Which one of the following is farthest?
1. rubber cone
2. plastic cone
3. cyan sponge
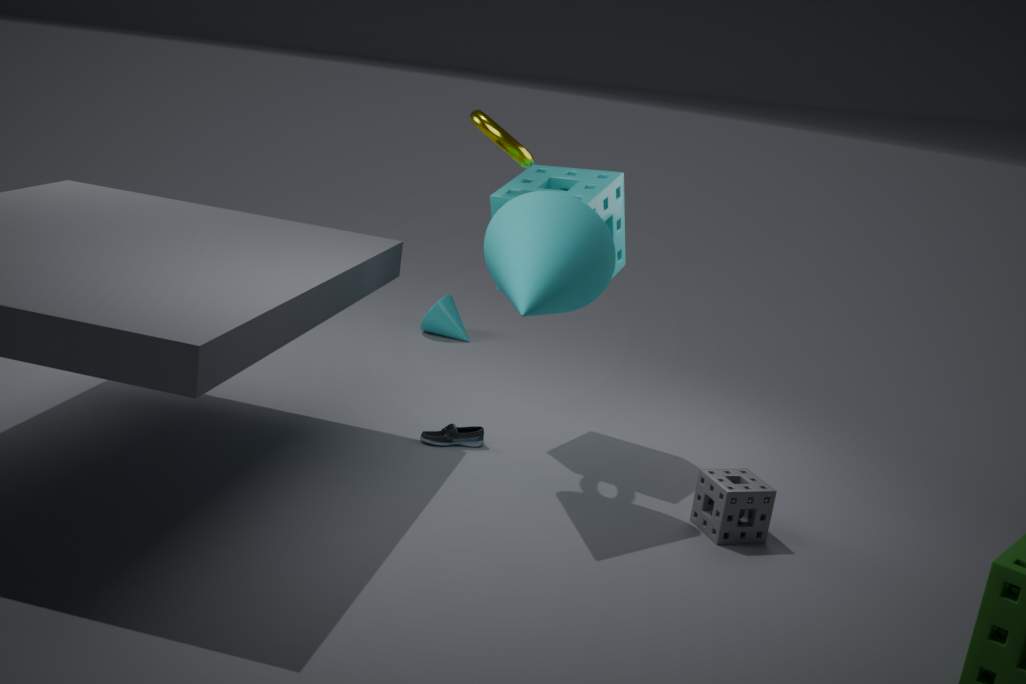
plastic cone
